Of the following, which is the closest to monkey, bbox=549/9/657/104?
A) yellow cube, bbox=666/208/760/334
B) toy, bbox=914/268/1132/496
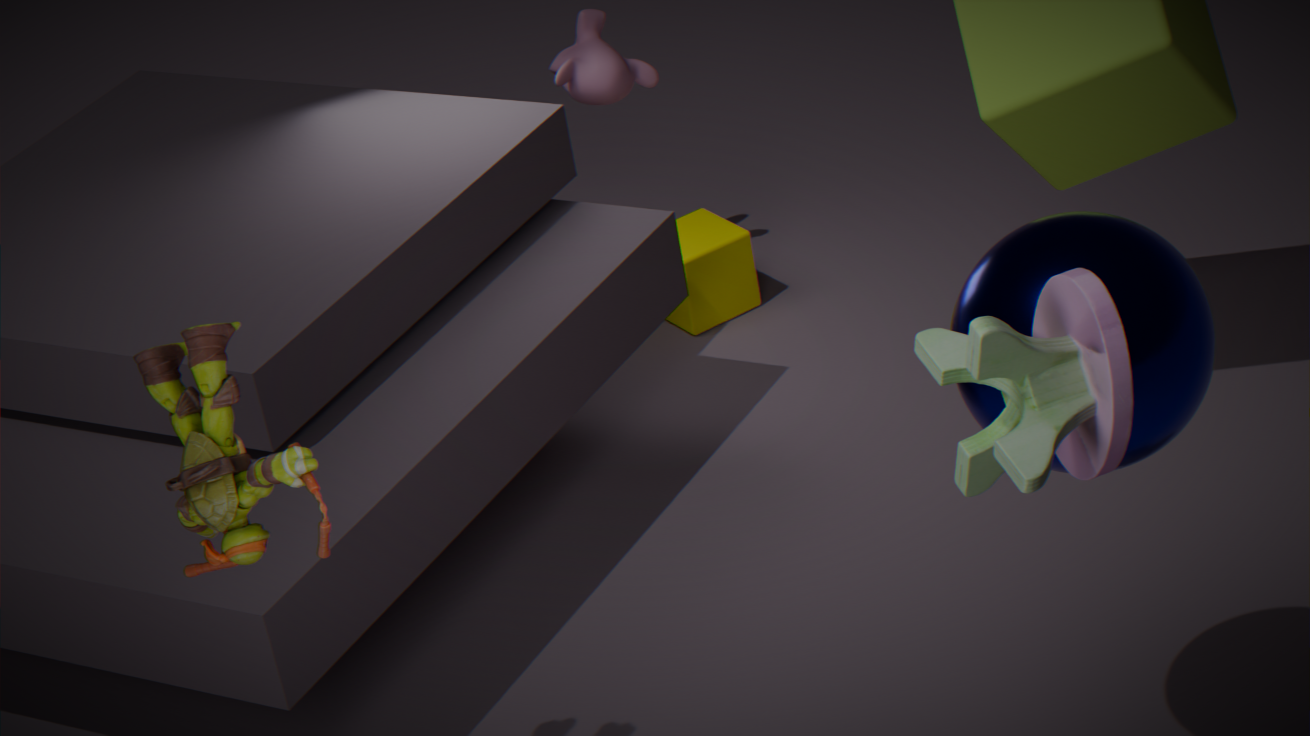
yellow cube, bbox=666/208/760/334
